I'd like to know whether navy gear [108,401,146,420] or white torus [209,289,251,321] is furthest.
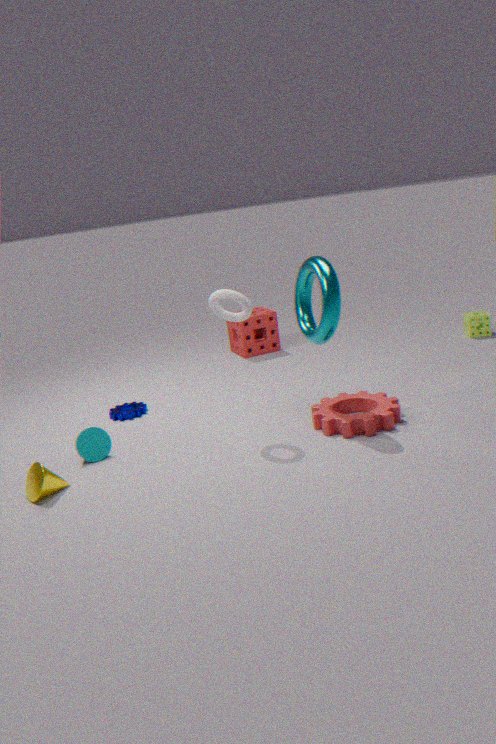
navy gear [108,401,146,420]
